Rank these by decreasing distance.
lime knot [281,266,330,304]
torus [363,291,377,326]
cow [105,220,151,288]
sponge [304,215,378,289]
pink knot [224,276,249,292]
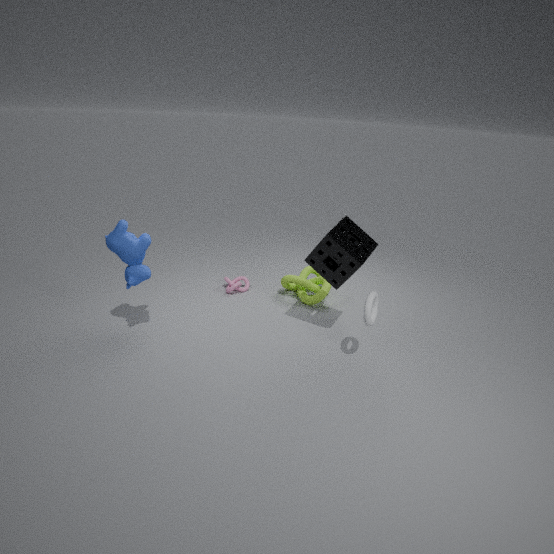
1. pink knot [224,276,249,292]
2. lime knot [281,266,330,304]
3. sponge [304,215,378,289]
4. cow [105,220,151,288]
5. torus [363,291,377,326]
